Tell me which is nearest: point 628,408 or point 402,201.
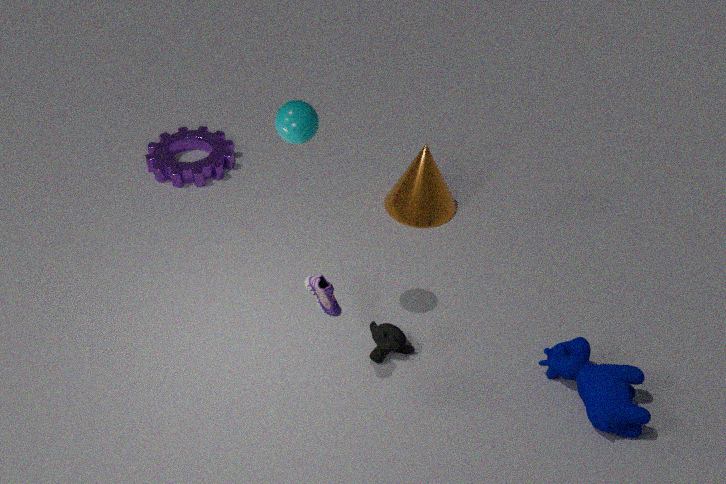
point 628,408
